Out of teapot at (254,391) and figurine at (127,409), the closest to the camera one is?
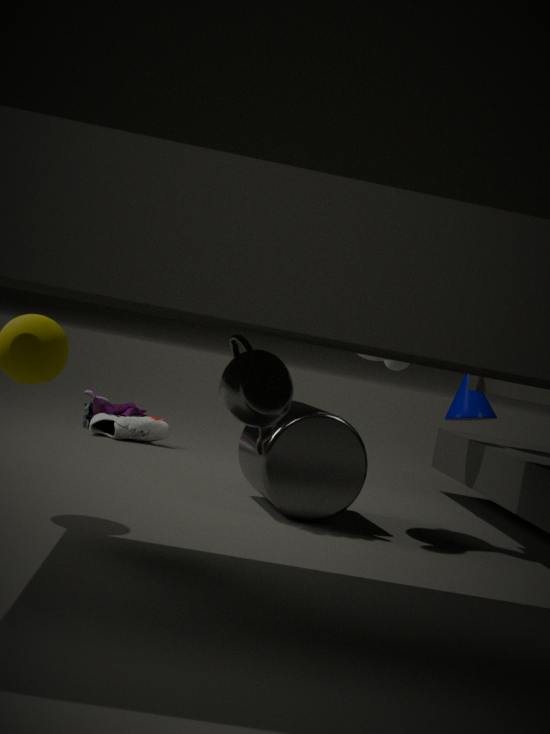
teapot at (254,391)
